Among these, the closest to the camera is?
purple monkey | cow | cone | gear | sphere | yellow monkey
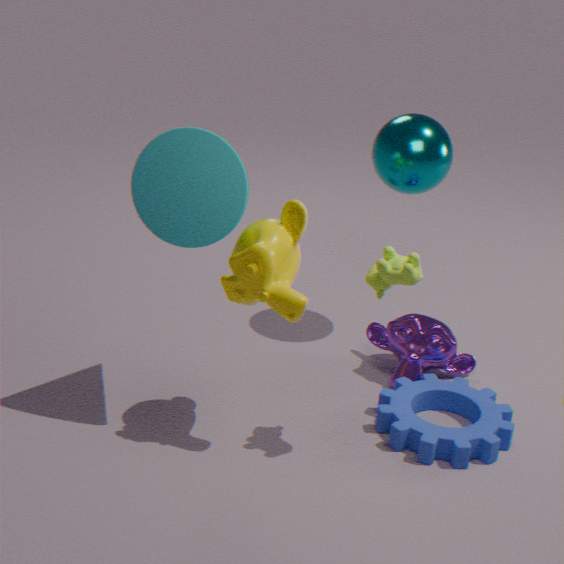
cow
